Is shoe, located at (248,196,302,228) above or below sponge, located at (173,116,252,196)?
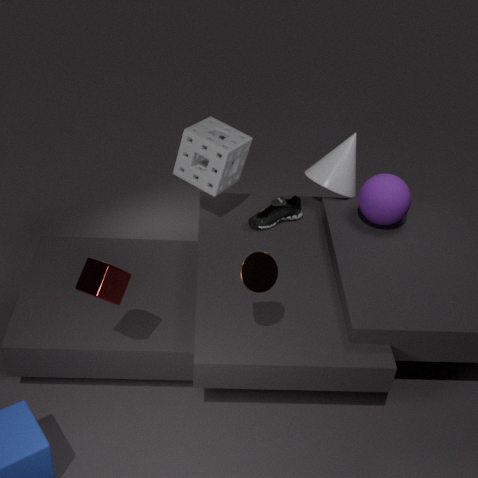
below
